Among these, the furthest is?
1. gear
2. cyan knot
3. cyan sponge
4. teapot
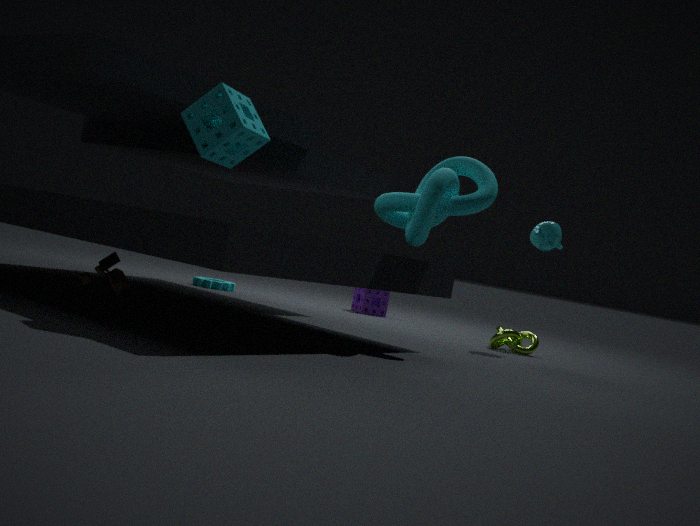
gear
